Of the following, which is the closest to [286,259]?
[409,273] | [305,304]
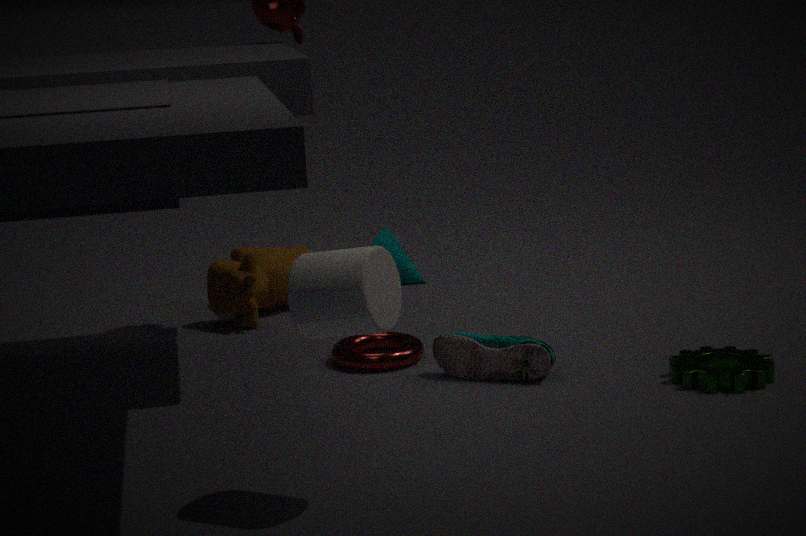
[409,273]
